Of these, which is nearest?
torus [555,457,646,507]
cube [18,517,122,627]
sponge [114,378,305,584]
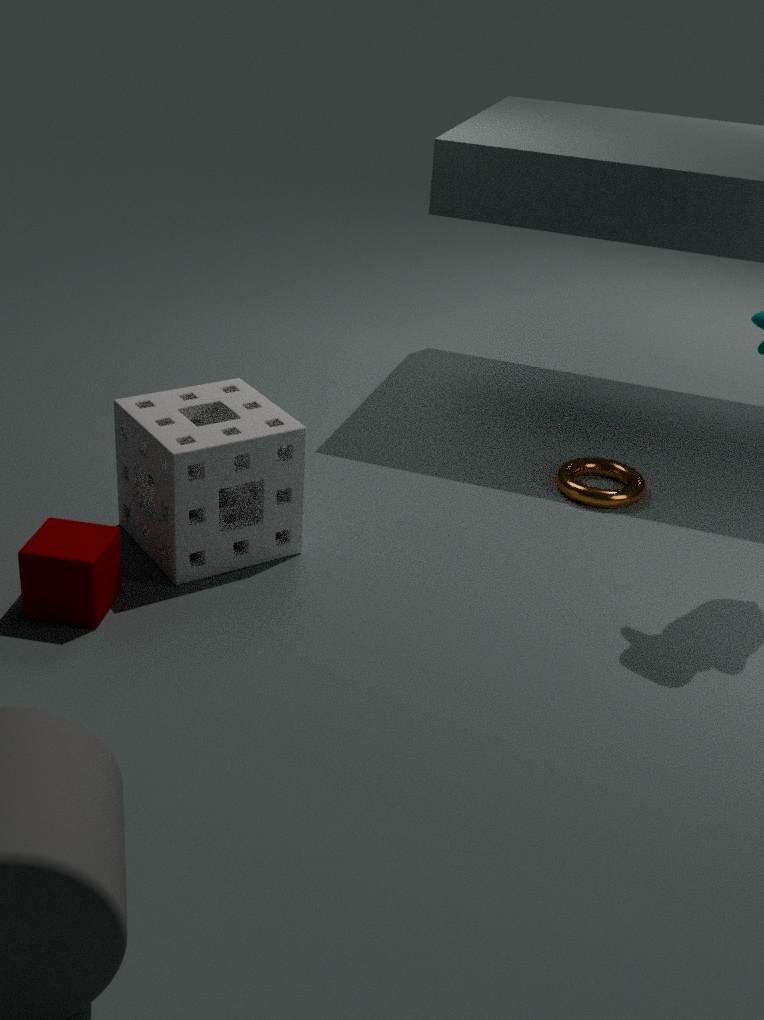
cube [18,517,122,627]
